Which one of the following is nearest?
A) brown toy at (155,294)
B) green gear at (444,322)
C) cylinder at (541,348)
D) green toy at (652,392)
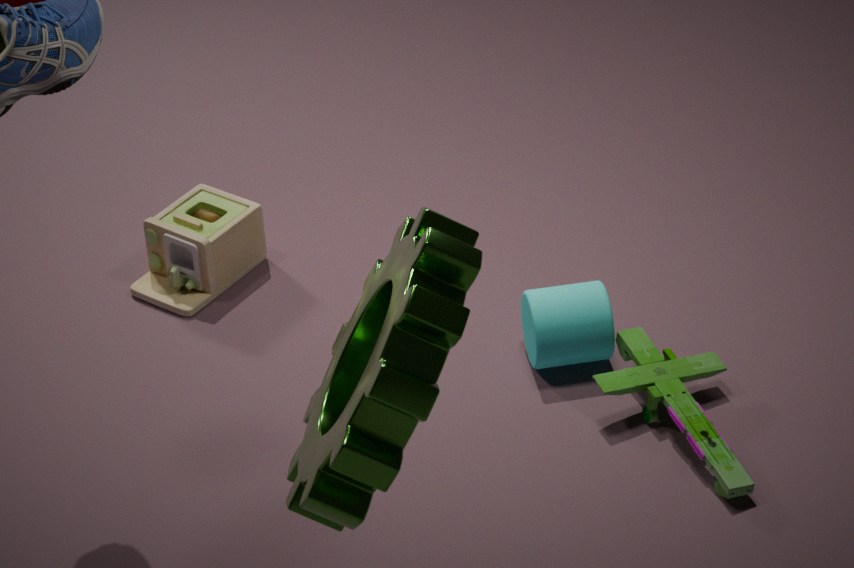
green gear at (444,322)
